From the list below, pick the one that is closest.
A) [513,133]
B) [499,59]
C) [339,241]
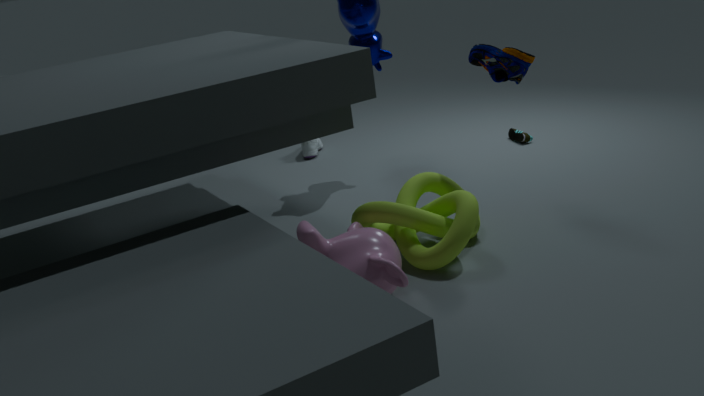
[339,241]
